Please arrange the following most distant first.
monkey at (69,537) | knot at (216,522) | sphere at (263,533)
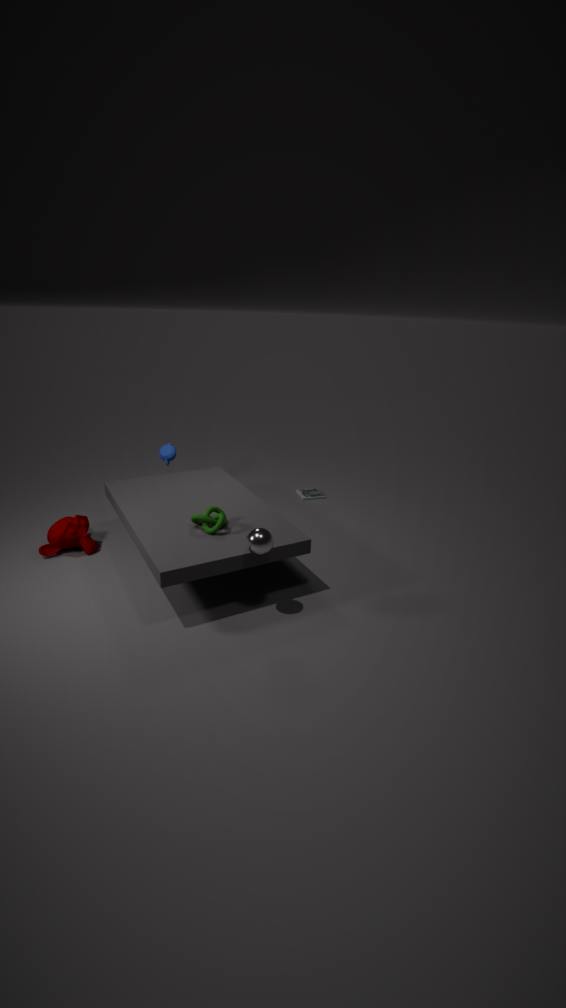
monkey at (69,537) < knot at (216,522) < sphere at (263,533)
